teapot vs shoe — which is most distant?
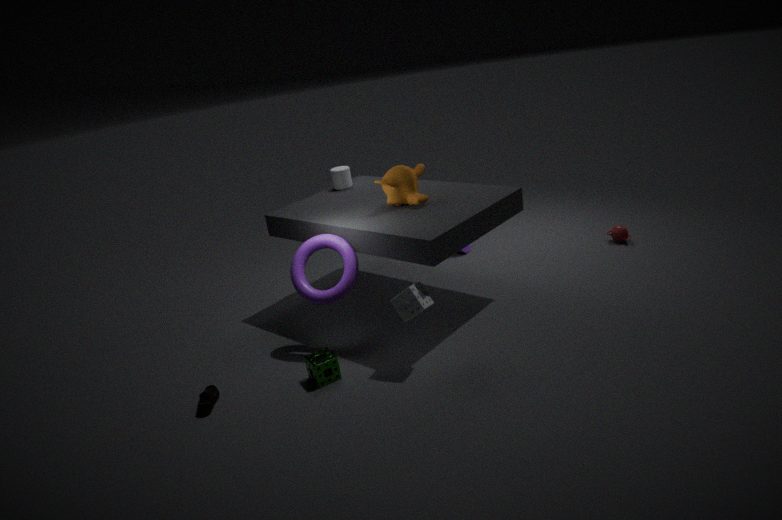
teapot
